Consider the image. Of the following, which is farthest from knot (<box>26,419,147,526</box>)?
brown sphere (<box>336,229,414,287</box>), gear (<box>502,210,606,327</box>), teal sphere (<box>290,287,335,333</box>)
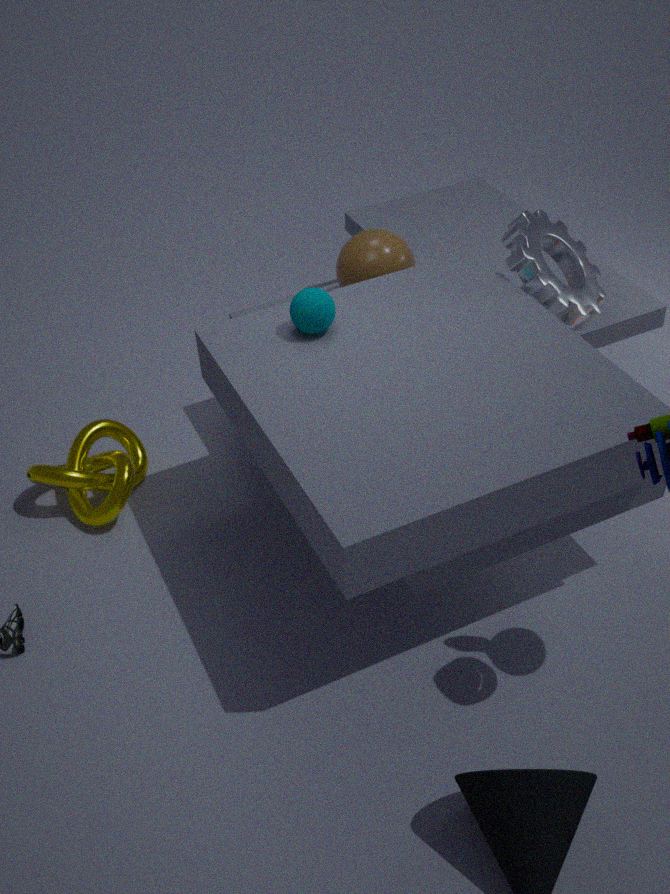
gear (<box>502,210,606,327</box>)
